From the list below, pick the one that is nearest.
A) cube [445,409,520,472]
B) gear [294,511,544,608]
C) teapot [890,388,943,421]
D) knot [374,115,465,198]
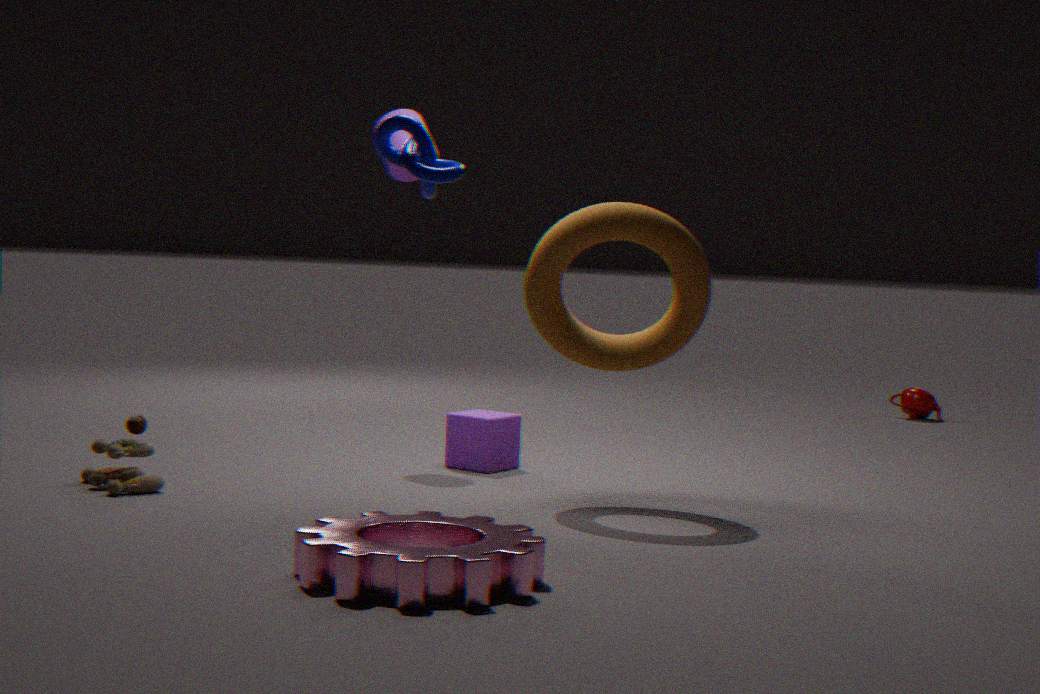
gear [294,511,544,608]
